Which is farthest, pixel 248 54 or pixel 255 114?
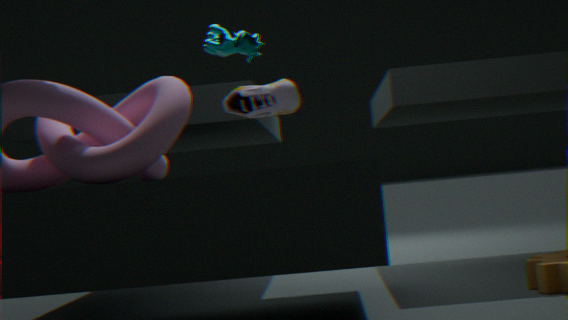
pixel 248 54
